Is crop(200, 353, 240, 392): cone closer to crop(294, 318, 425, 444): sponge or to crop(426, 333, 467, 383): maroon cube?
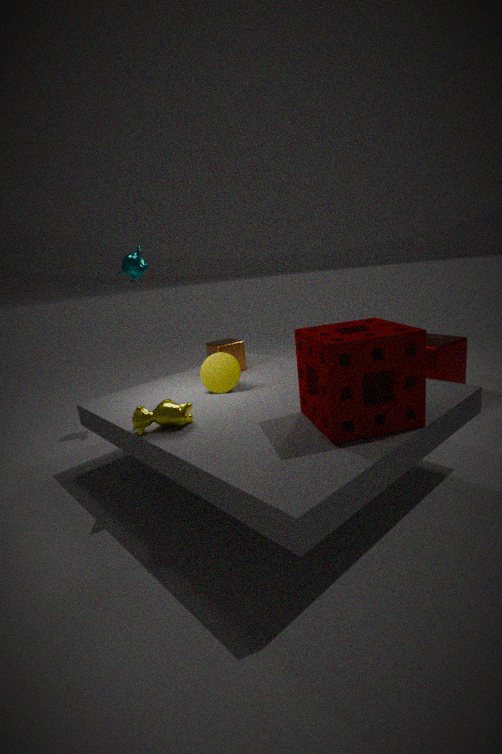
crop(294, 318, 425, 444): sponge
